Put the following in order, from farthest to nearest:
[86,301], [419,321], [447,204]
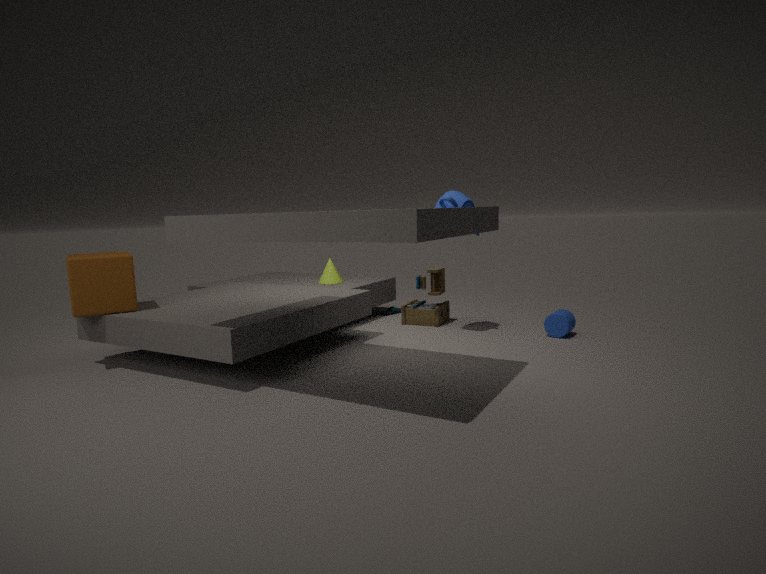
[419,321] < [447,204] < [86,301]
